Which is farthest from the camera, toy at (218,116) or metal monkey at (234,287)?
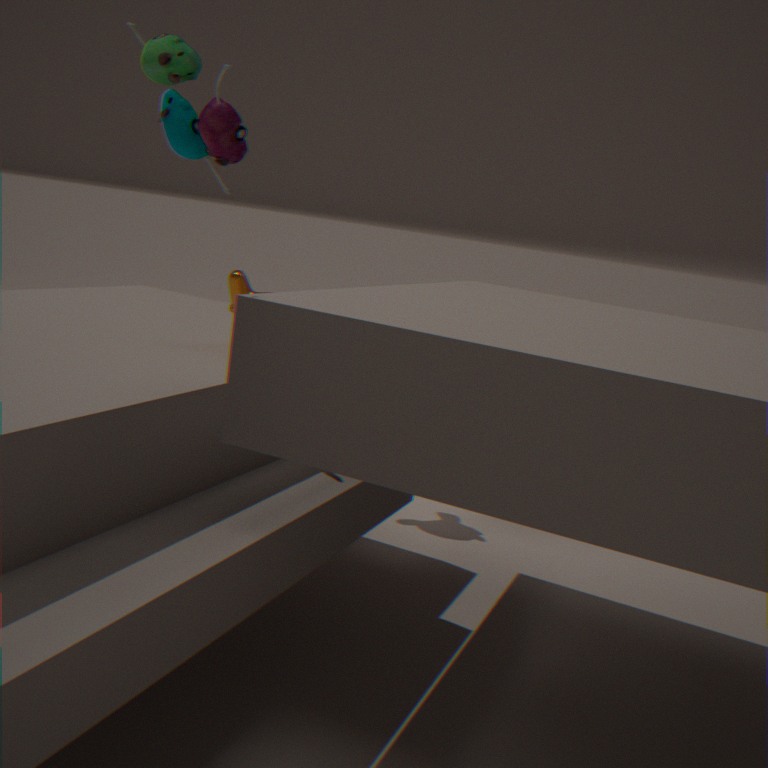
metal monkey at (234,287)
